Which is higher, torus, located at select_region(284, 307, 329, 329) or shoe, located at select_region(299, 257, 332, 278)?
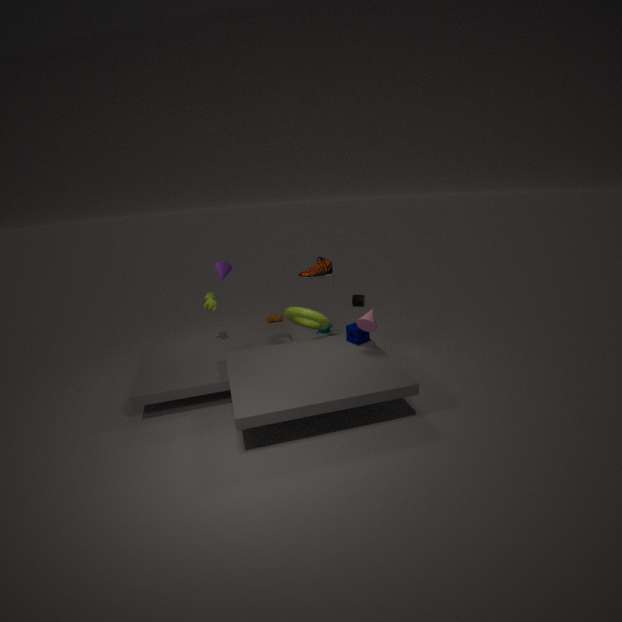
shoe, located at select_region(299, 257, 332, 278)
